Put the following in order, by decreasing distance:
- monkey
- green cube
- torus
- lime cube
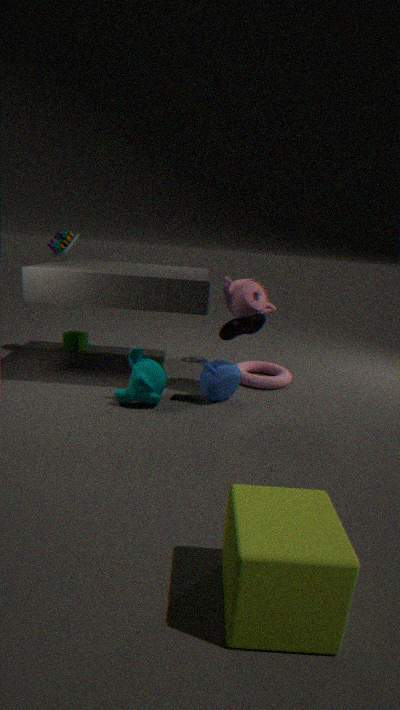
1. green cube
2. torus
3. monkey
4. lime cube
